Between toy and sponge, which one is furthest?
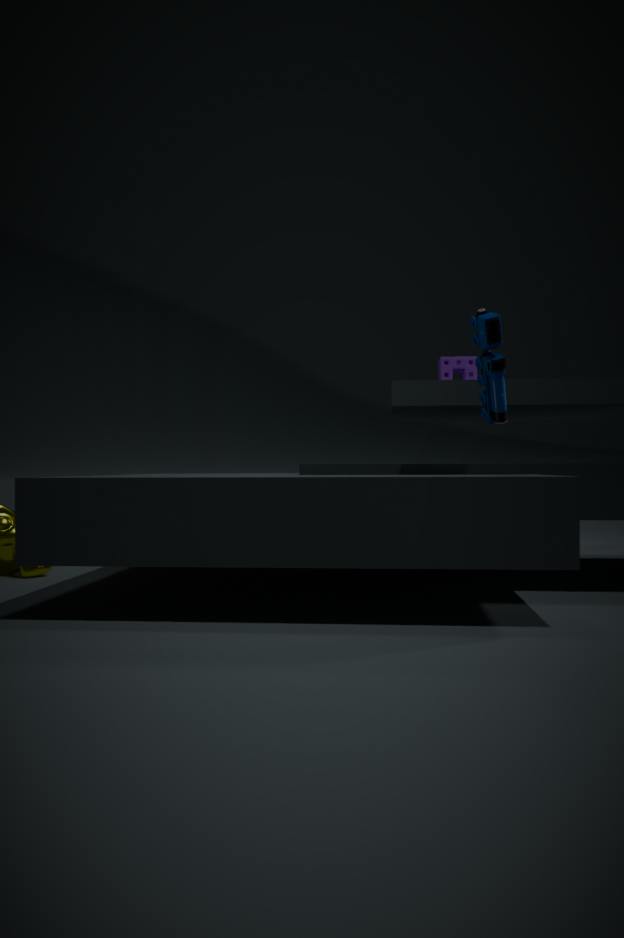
sponge
